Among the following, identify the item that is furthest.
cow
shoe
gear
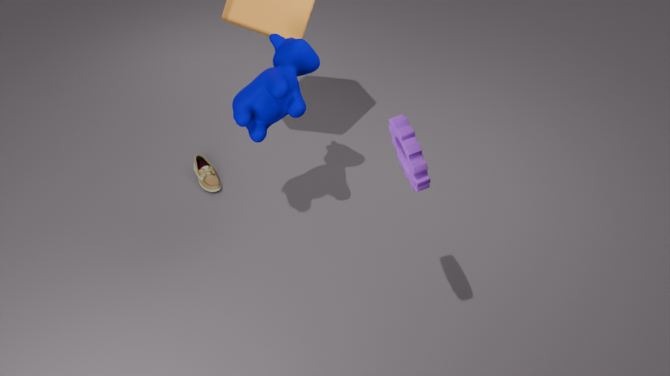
shoe
